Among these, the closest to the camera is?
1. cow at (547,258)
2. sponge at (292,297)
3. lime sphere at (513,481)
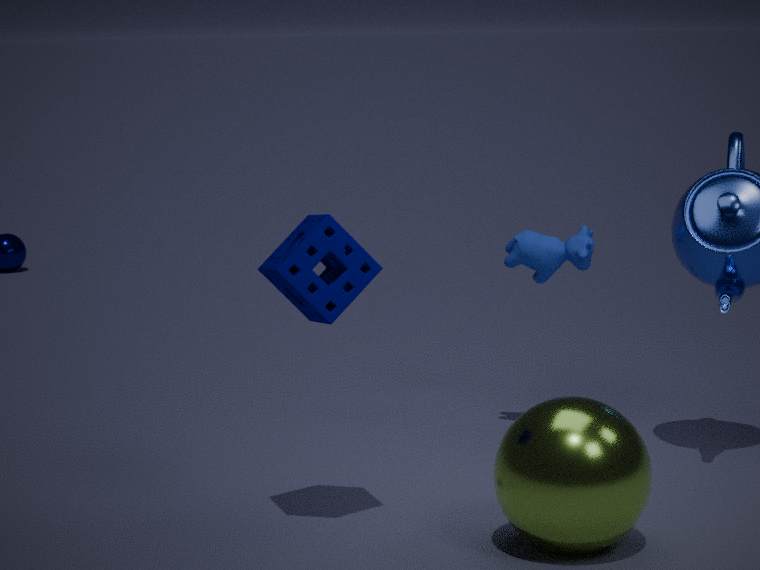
lime sphere at (513,481)
